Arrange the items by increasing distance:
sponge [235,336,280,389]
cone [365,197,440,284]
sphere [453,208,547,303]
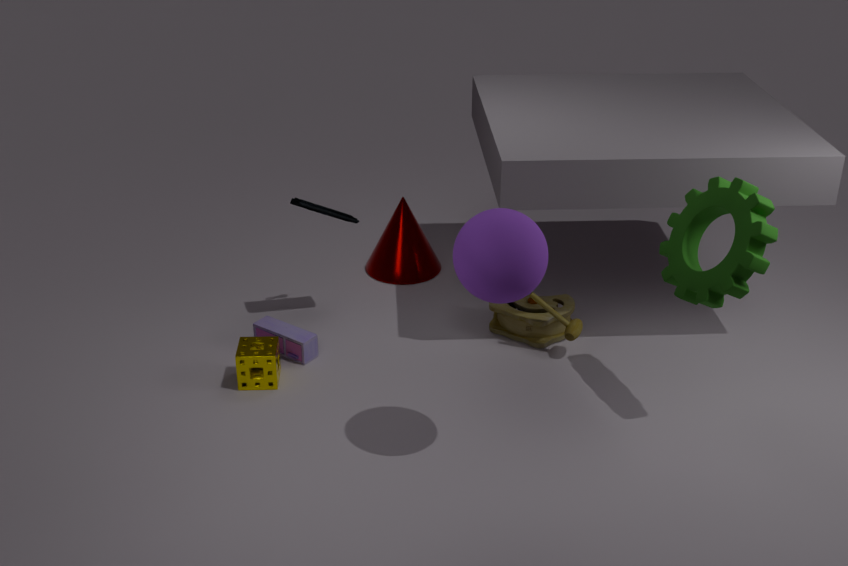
sphere [453,208,547,303]
sponge [235,336,280,389]
cone [365,197,440,284]
